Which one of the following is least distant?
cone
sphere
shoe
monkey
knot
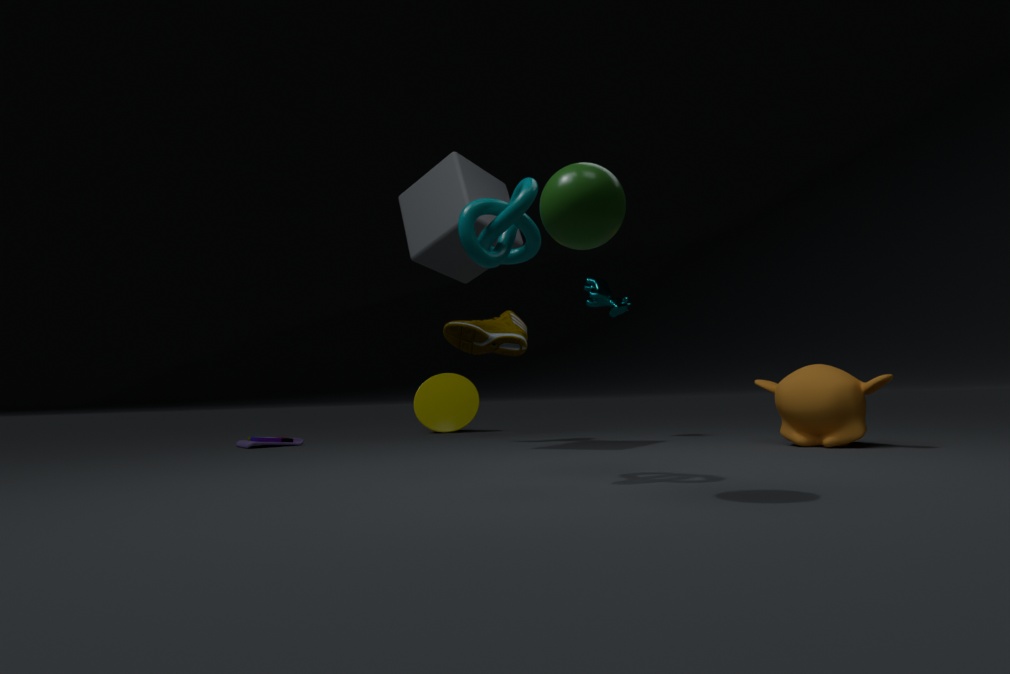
sphere
